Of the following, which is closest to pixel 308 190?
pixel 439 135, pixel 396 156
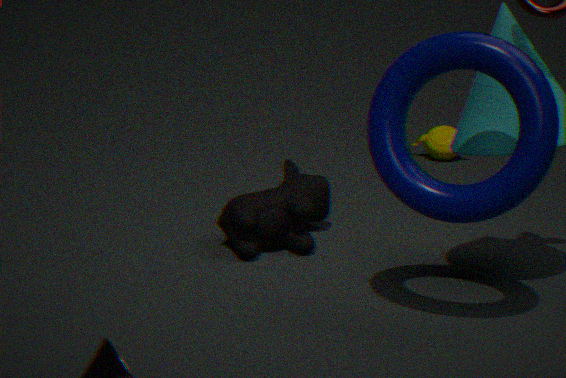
pixel 396 156
